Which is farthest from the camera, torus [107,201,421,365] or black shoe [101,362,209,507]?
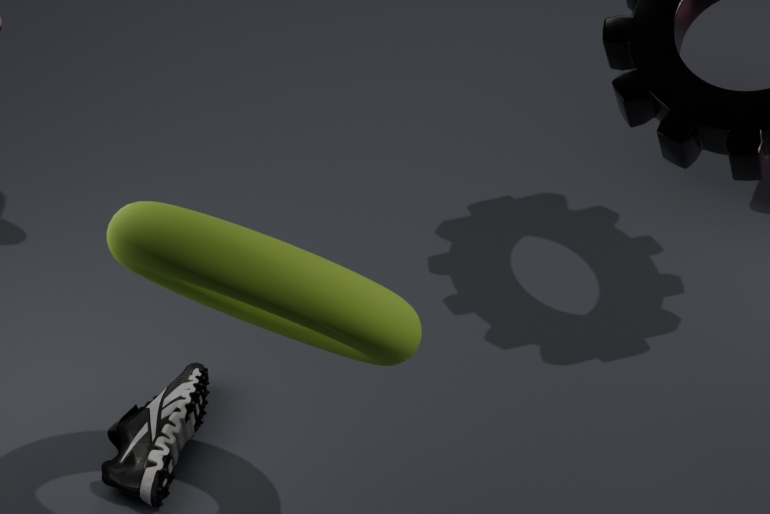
black shoe [101,362,209,507]
